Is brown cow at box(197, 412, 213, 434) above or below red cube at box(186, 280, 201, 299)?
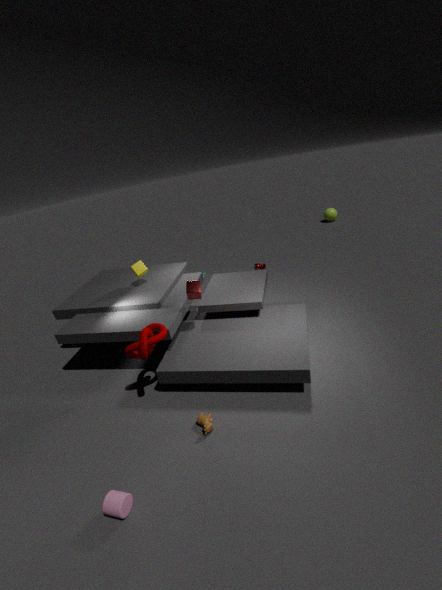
below
